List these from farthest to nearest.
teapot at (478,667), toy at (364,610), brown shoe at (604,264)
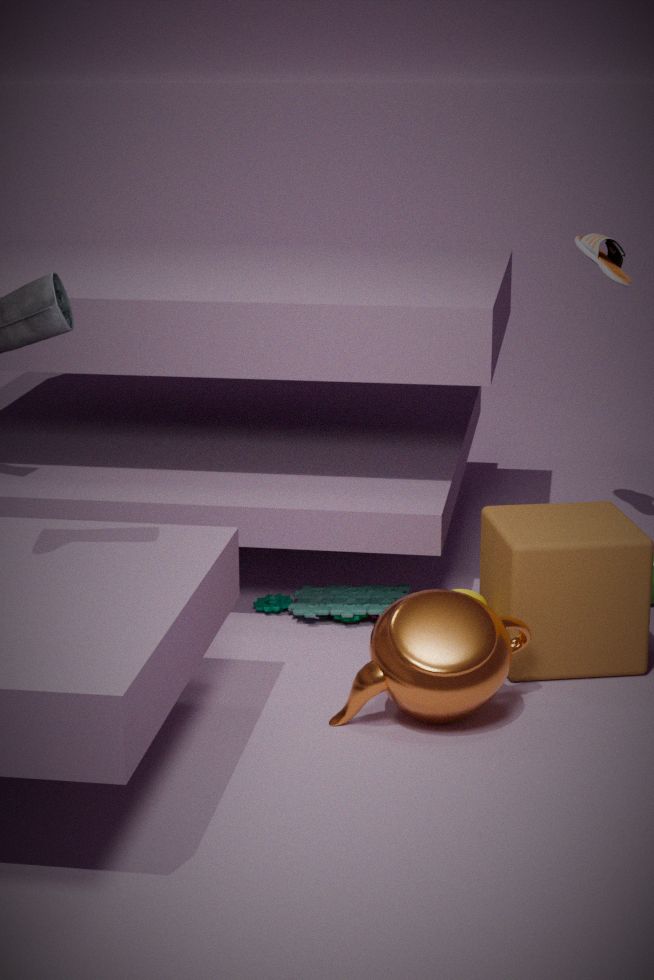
1. brown shoe at (604,264)
2. toy at (364,610)
3. teapot at (478,667)
